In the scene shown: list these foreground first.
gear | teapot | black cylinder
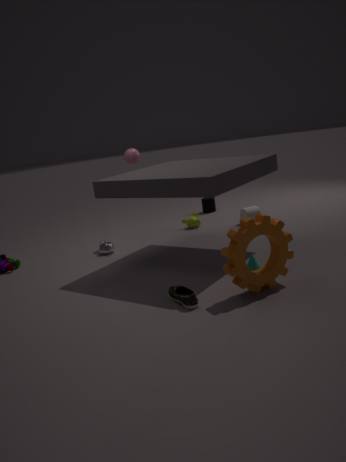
gear
teapot
black cylinder
